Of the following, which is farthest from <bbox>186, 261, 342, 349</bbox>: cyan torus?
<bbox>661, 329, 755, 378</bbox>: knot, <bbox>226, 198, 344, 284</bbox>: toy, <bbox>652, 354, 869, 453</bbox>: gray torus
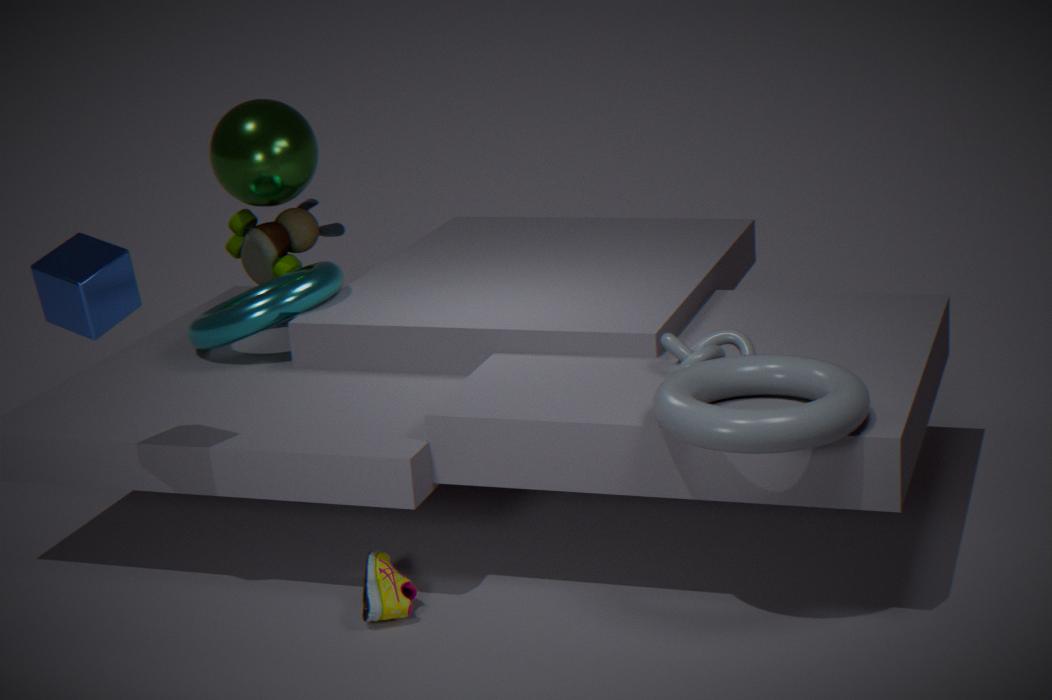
<bbox>652, 354, 869, 453</bbox>: gray torus
